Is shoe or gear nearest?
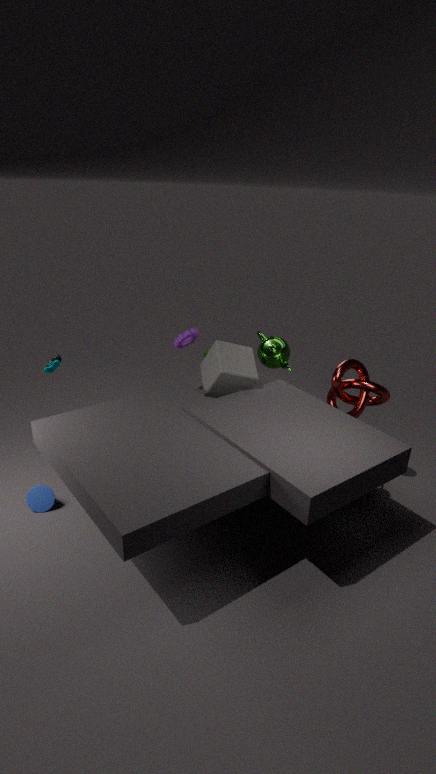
shoe
